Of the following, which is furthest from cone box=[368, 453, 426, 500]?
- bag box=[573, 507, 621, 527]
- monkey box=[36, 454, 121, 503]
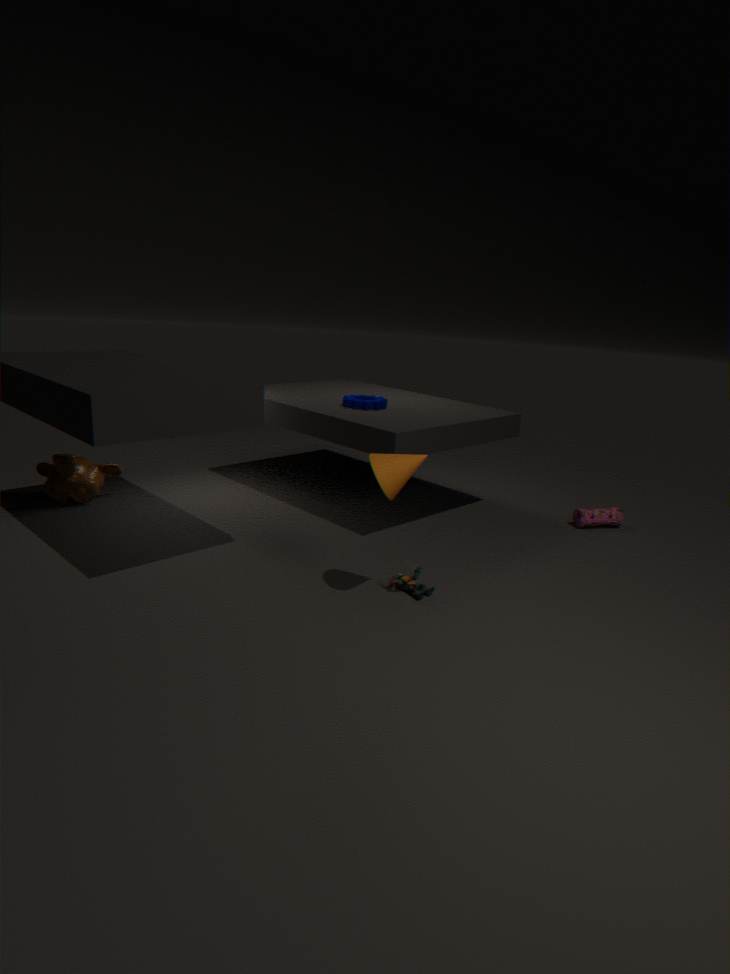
monkey box=[36, 454, 121, 503]
